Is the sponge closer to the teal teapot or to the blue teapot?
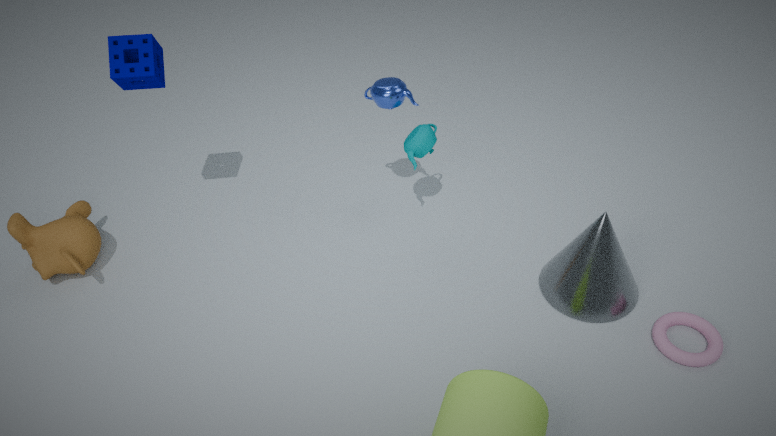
the blue teapot
